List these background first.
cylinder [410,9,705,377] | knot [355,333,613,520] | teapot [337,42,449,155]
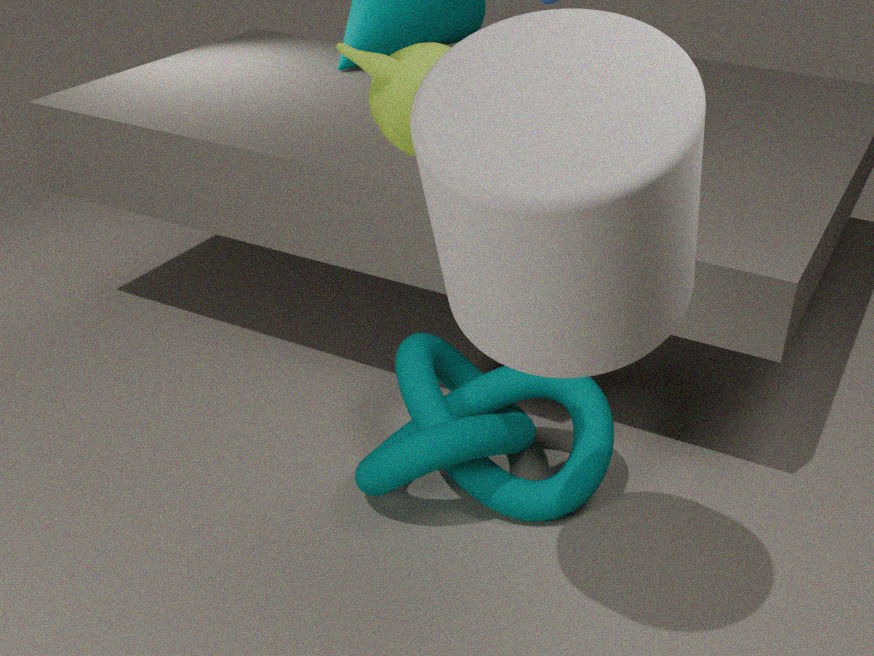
knot [355,333,613,520]
teapot [337,42,449,155]
cylinder [410,9,705,377]
